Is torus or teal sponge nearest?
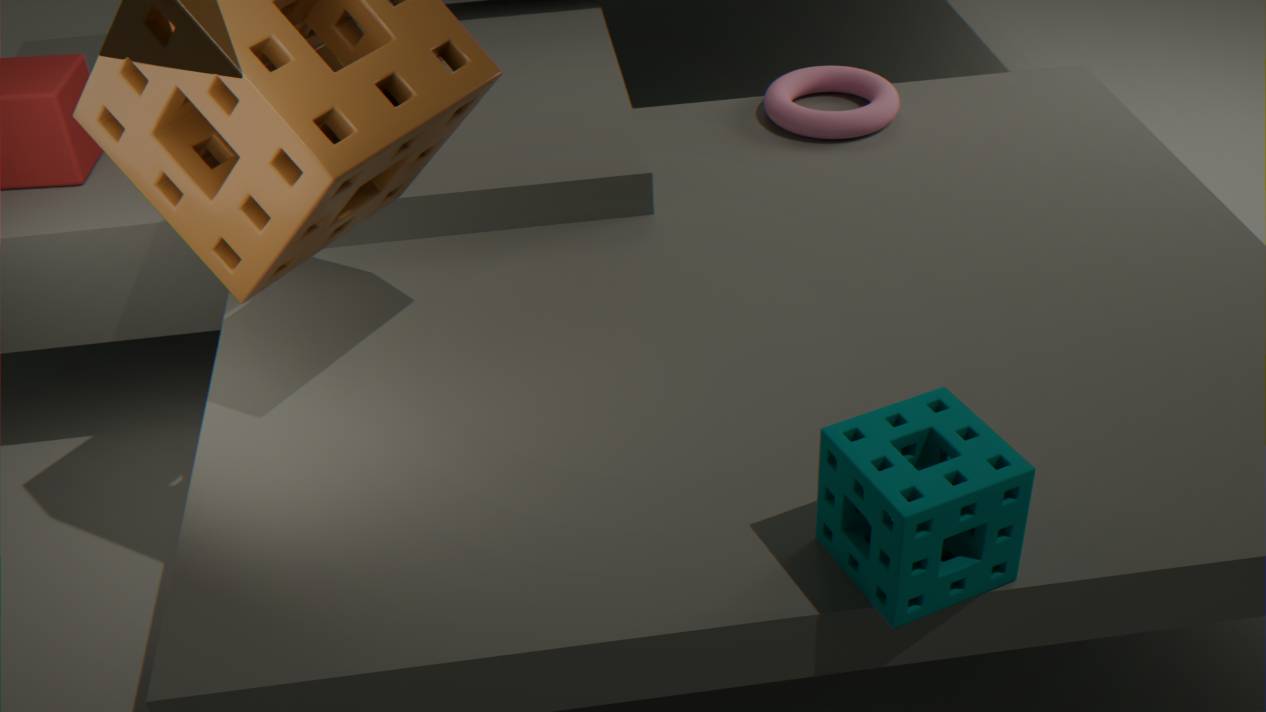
teal sponge
